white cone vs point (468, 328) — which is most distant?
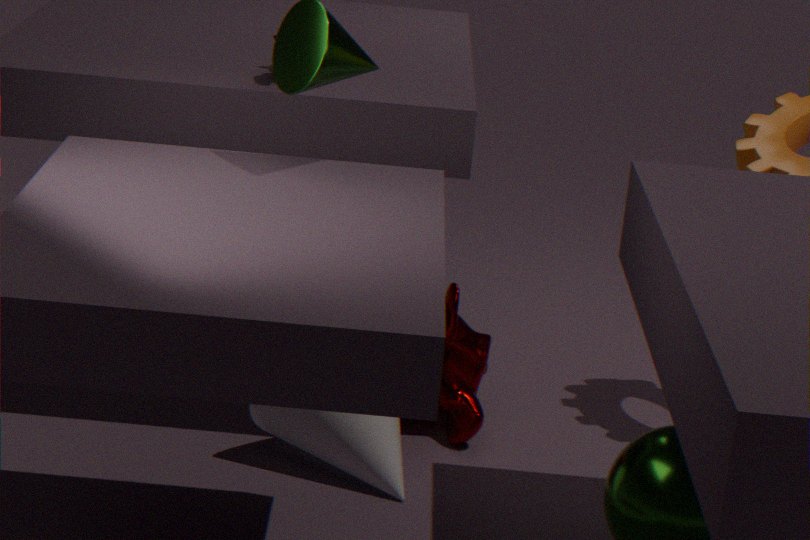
point (468, 328)
